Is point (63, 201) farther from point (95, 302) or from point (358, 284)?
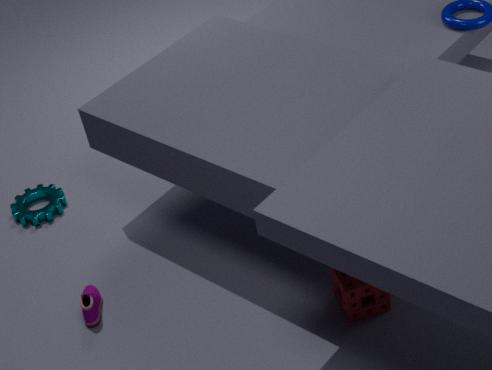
point (358, 284)
